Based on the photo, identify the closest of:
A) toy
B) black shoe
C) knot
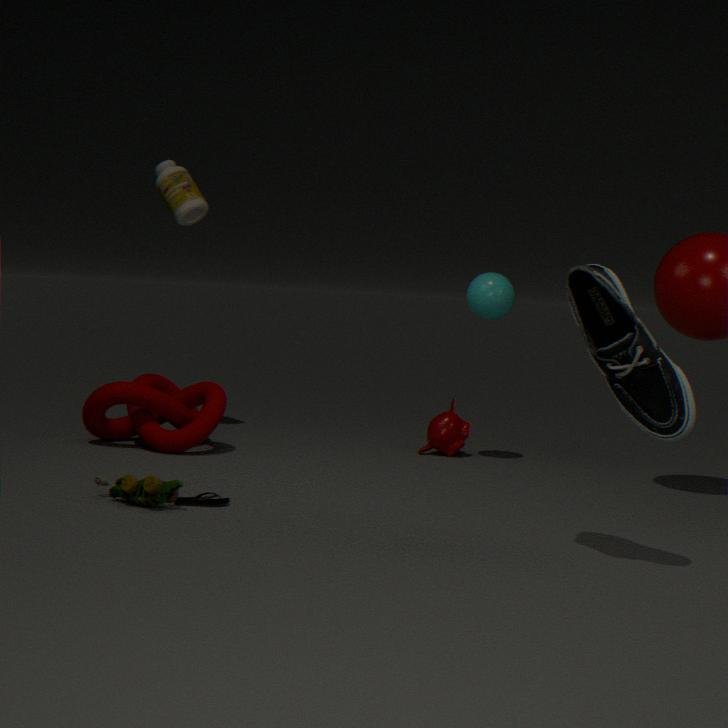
black shoe
